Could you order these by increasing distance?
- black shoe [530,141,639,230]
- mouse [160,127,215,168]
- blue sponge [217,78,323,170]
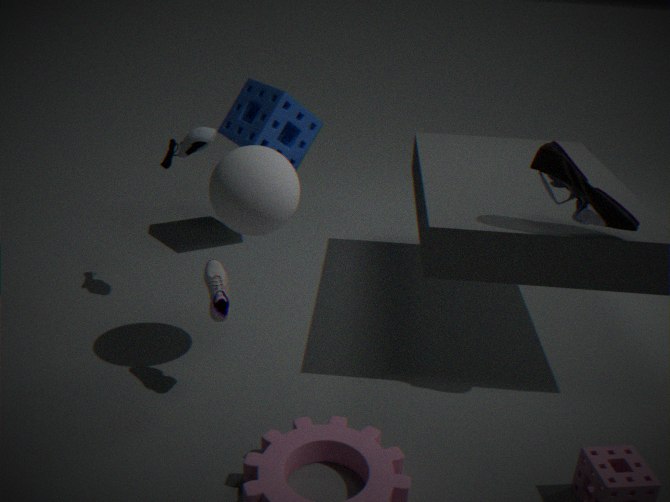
black shoe [530,141,639,230], mouse [160,127,215,168], blue sponge [217,78,323,170]
